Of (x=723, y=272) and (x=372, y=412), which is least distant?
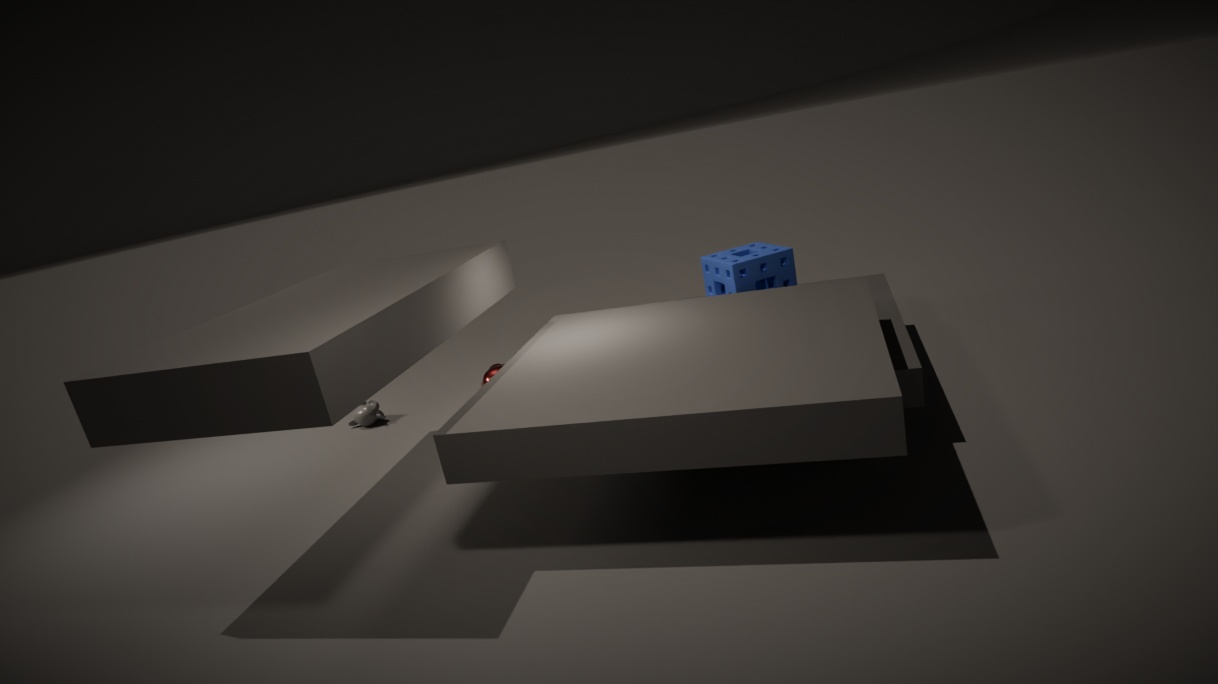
(x=723, y=272)
